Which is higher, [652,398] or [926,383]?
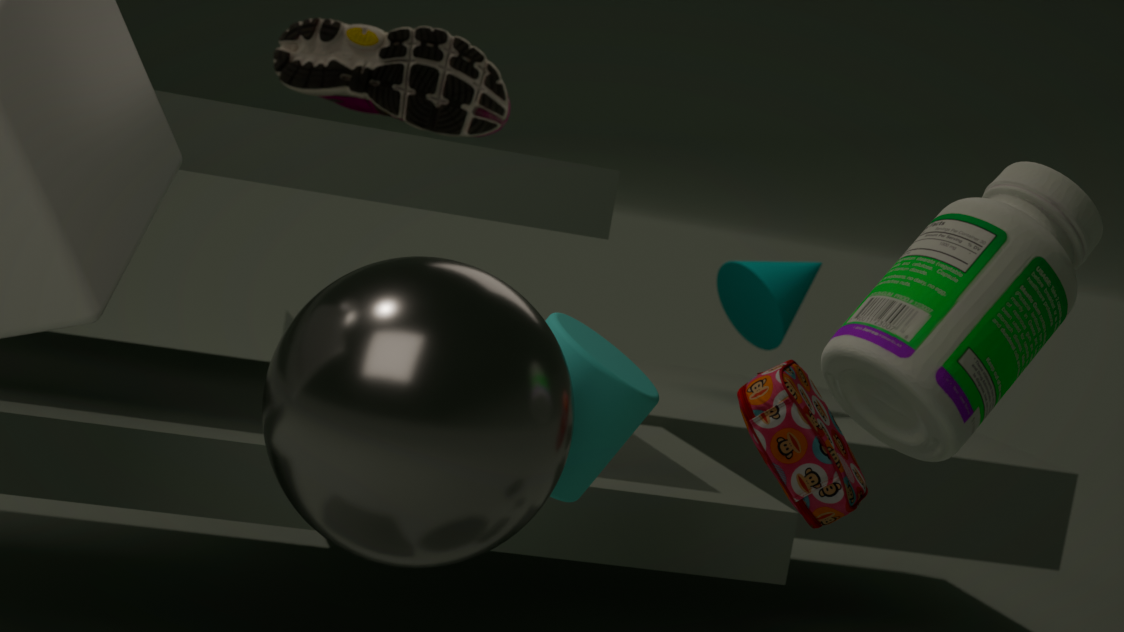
[926,383]
